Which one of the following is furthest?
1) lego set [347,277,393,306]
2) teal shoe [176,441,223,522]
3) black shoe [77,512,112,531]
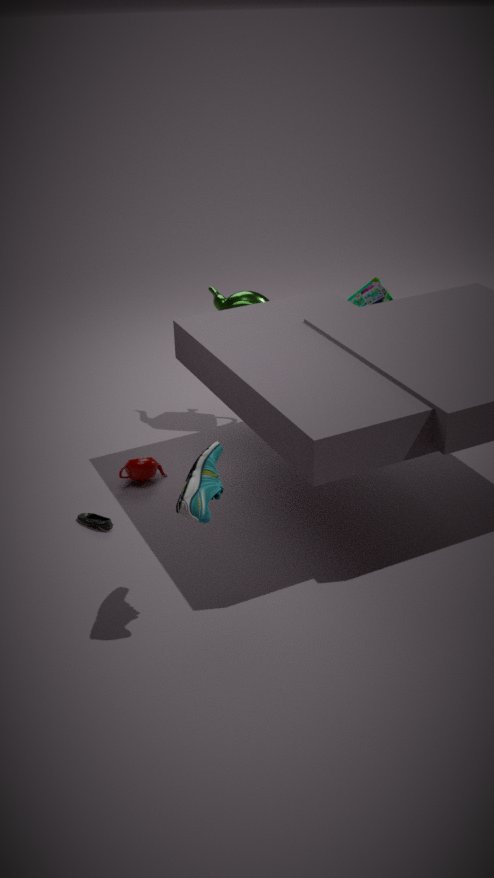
1. lego set [347,277,393,306]
